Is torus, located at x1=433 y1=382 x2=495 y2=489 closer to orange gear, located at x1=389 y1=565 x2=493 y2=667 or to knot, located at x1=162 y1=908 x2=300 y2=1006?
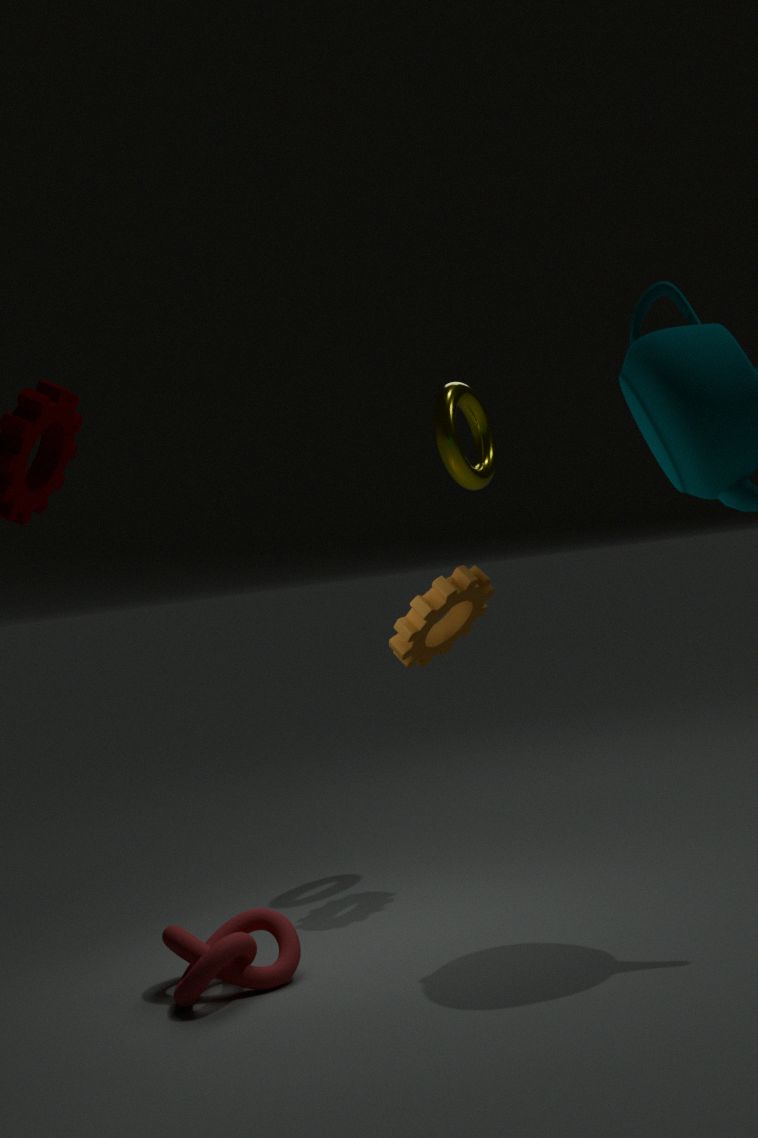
orange gear, located at x1=389 y1=565 x2=493 y2=667
